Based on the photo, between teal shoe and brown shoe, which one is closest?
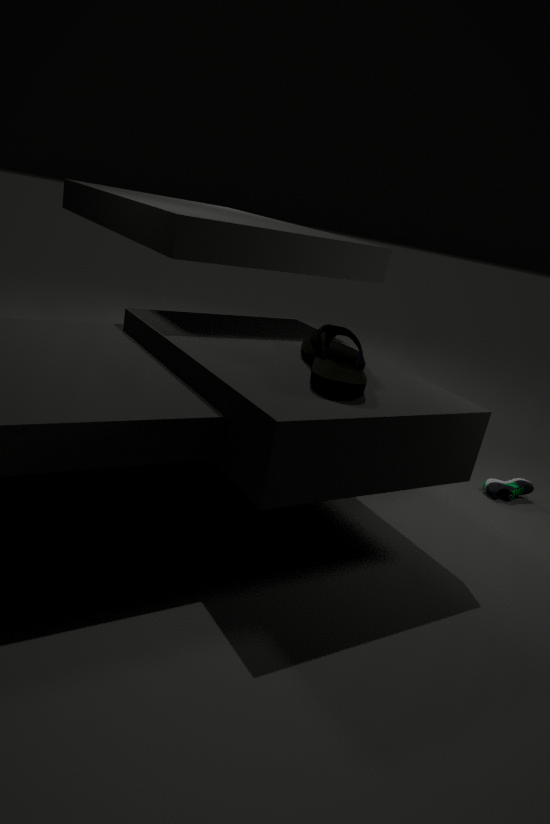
brown shoe
